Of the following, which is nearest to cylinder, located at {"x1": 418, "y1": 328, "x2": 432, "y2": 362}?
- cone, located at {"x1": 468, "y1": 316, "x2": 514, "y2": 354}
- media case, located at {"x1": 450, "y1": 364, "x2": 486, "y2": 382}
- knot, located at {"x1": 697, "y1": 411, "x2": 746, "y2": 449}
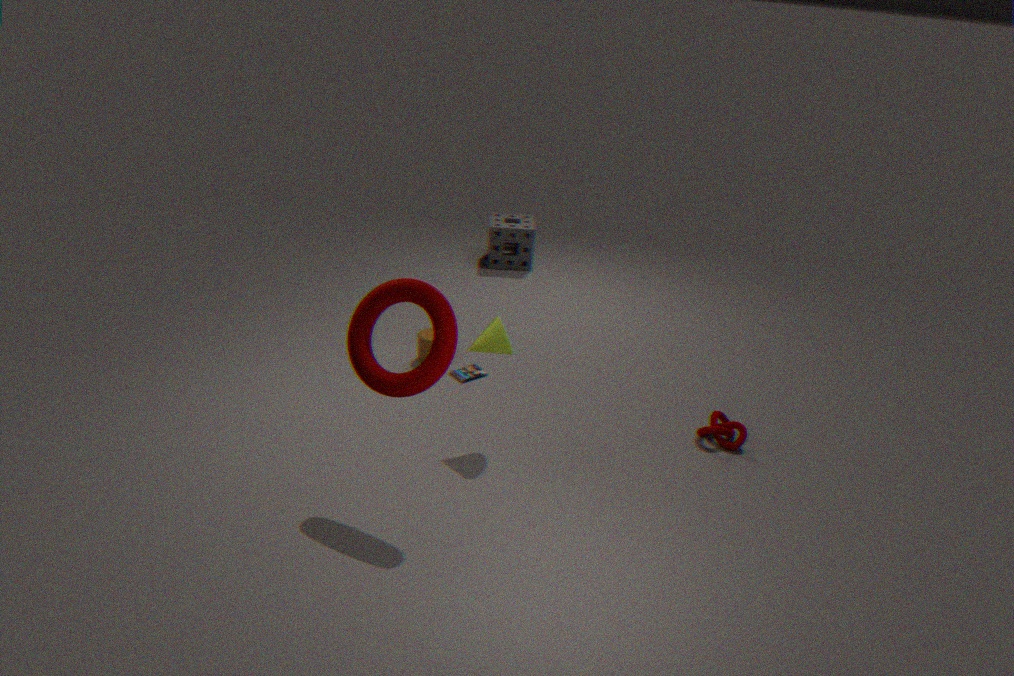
media case, located at {"x1": 450, "y1": 364, "x2": 486, "y2": 382}
